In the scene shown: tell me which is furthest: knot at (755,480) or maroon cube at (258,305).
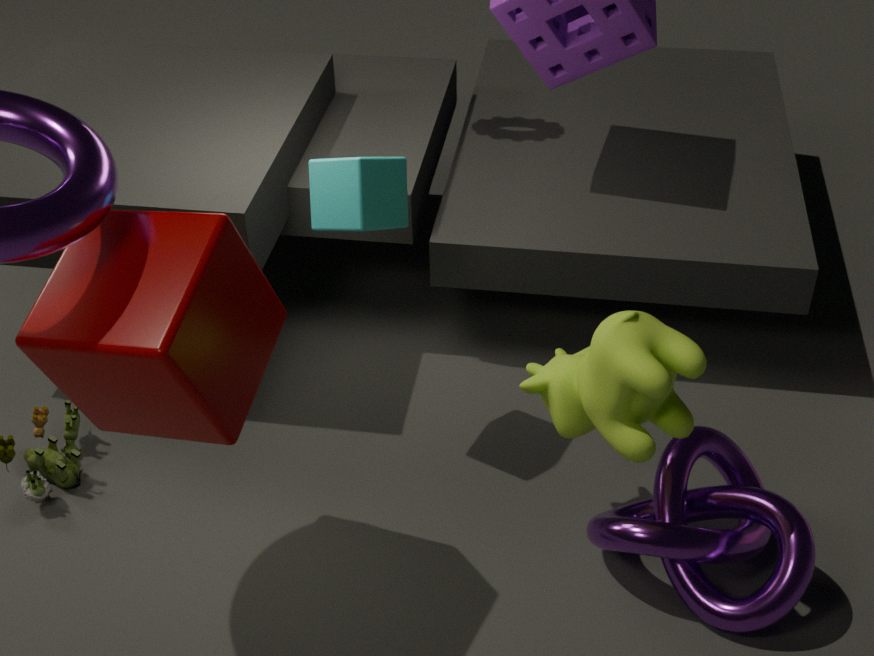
knot at (755,480)
